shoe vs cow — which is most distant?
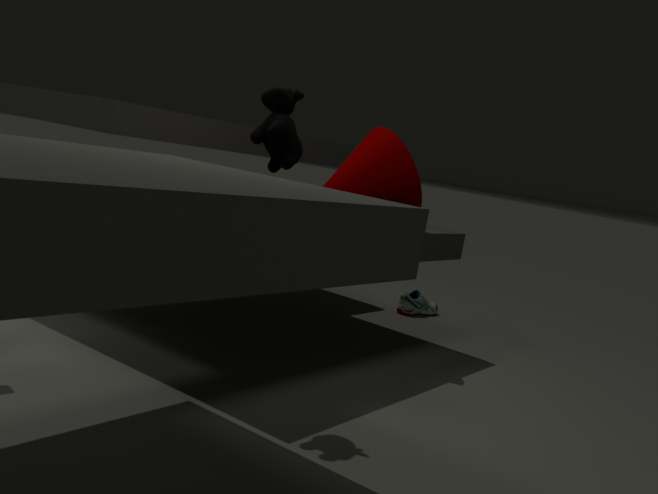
shoe
